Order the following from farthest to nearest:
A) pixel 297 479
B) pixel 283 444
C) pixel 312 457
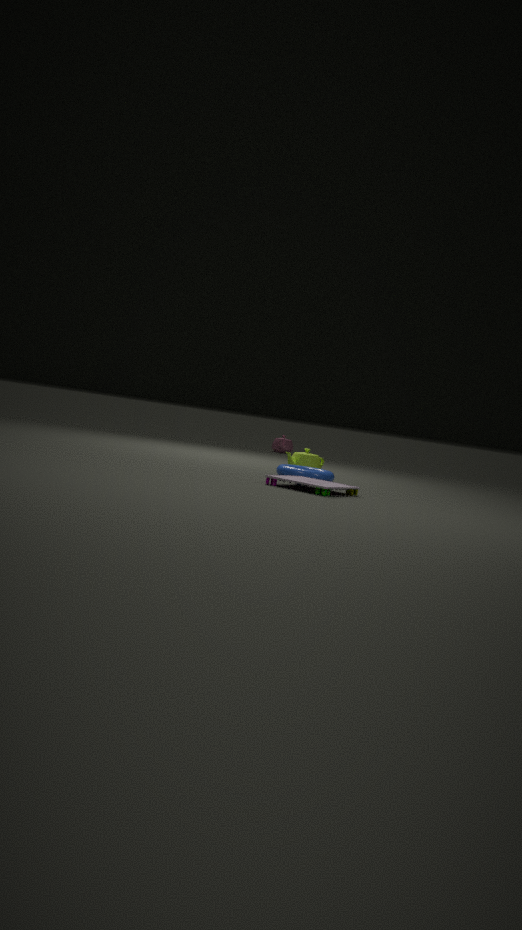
pixel 283 444
pixel 312 457
pixel 297 479
